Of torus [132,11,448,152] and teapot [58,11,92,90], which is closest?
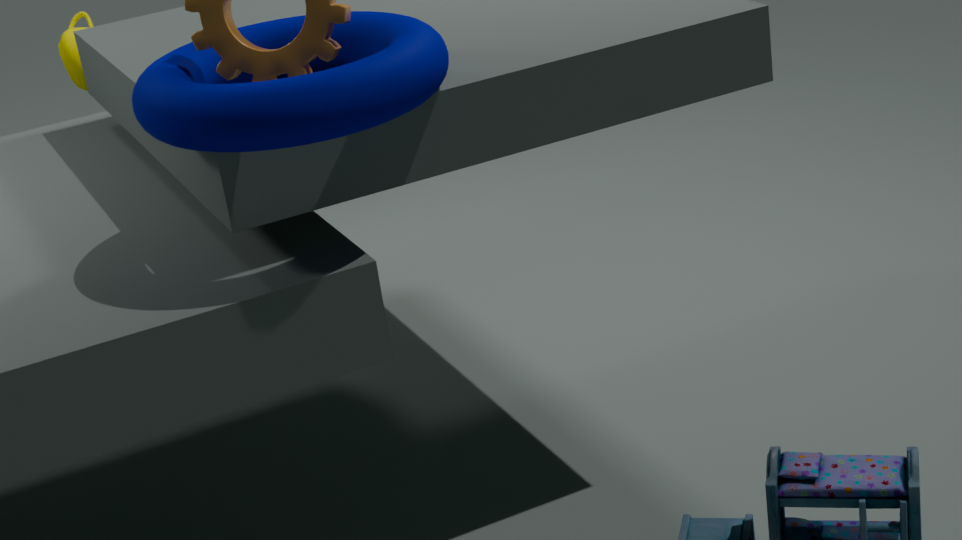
torus [132,11,448,152]
